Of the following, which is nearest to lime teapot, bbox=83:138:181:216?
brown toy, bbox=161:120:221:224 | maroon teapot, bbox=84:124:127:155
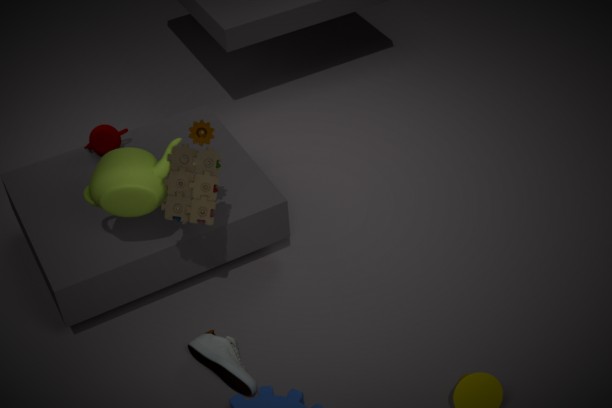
brown toy, bbox=161:120:221:224
